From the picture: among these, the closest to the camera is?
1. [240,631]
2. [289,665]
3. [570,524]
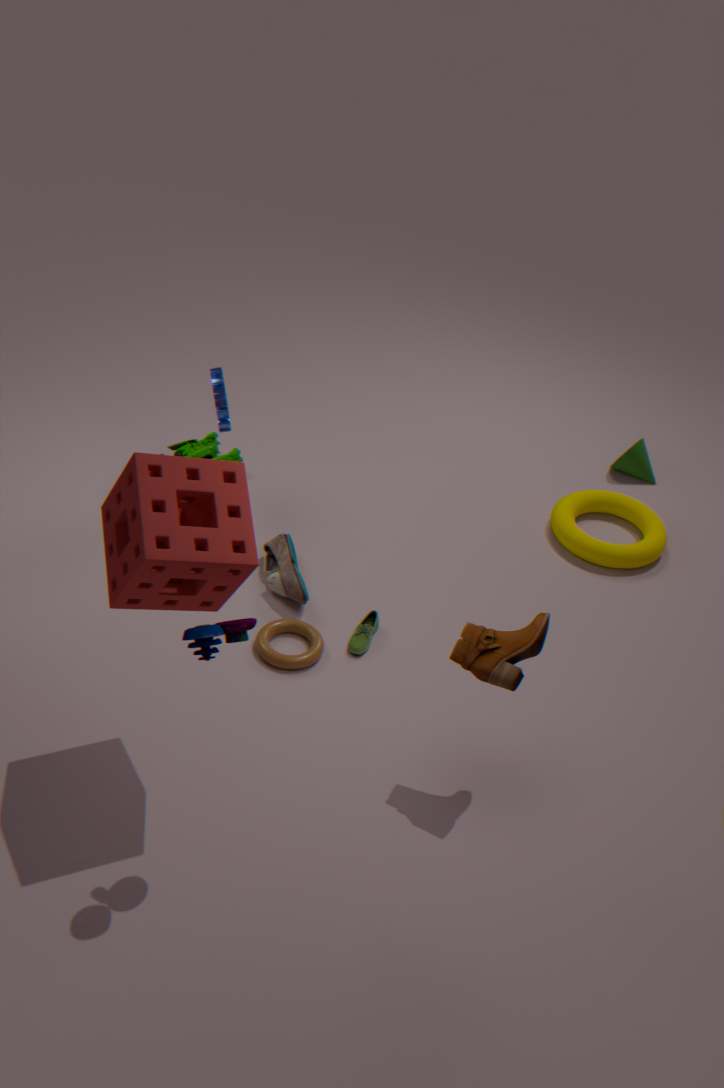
[240,631]
